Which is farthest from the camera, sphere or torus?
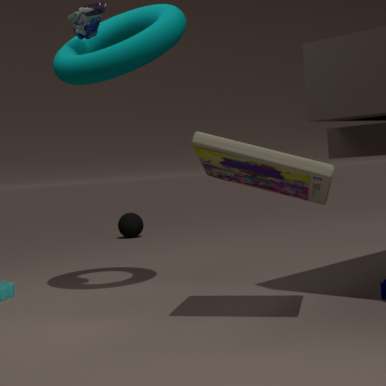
sphere
